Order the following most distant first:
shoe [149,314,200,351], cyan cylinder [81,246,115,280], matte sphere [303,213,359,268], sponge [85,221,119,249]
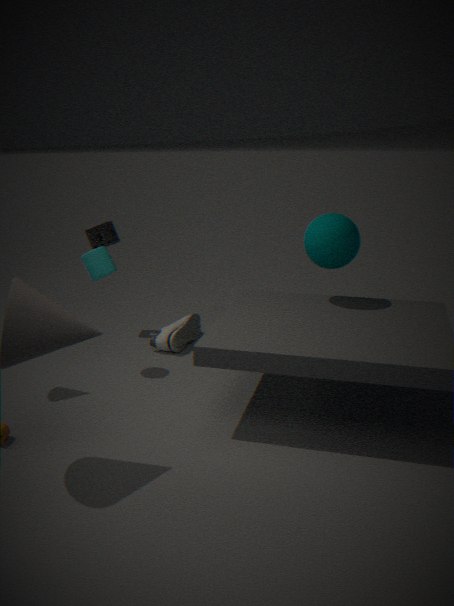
sponge [85,221,119,249] < shoe [149,314,200,351] < cyan cylinder [81,246,115,280] < matte sphere [303,213,359,268]
